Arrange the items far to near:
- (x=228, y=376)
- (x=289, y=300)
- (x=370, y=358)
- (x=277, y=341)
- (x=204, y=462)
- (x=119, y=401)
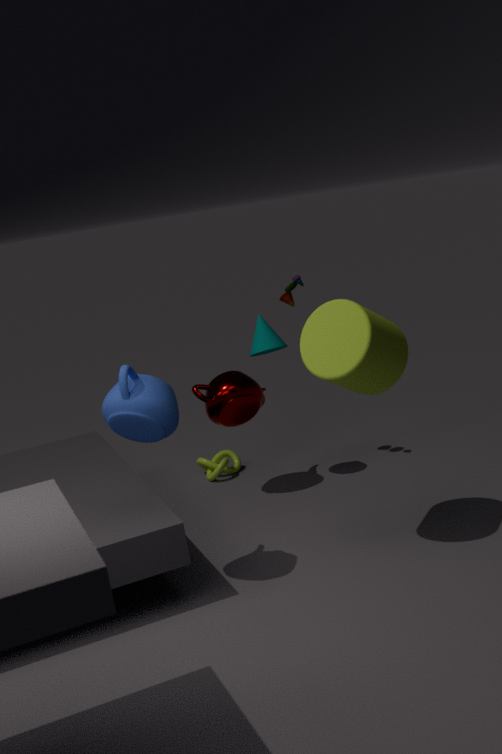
(x=204, y=462) < (x=289, y=300) < (x=277, y=341) < (x=228, y=376) < (x=370, y=358) < (x=119, y=401)
